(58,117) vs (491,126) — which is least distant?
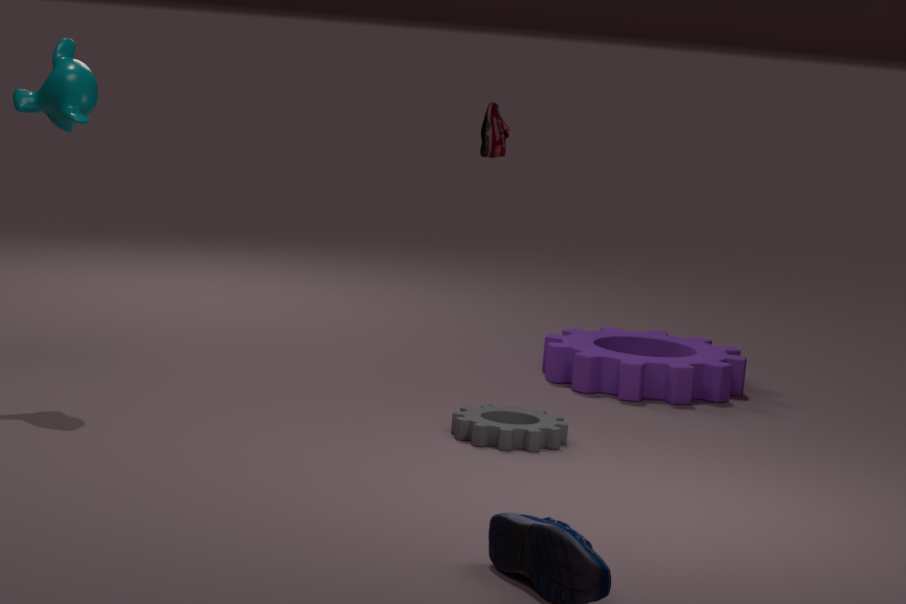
(58,117)
